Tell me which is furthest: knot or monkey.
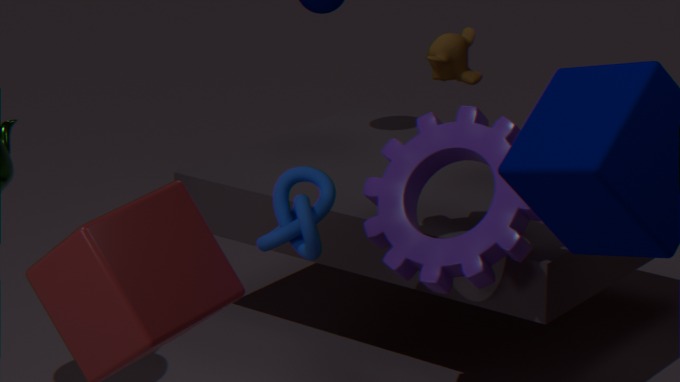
monkey
